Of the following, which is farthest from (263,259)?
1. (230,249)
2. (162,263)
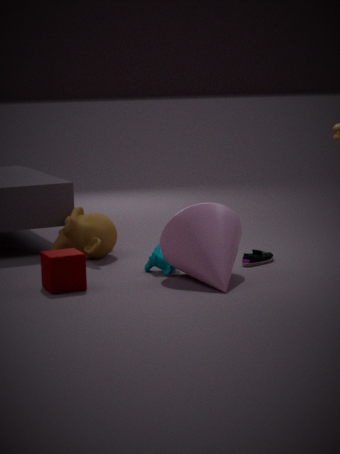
(162,263)
